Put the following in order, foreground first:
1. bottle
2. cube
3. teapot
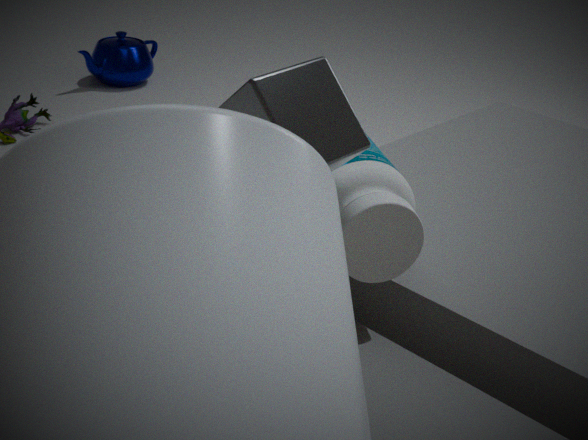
cube
bottle
teapot
